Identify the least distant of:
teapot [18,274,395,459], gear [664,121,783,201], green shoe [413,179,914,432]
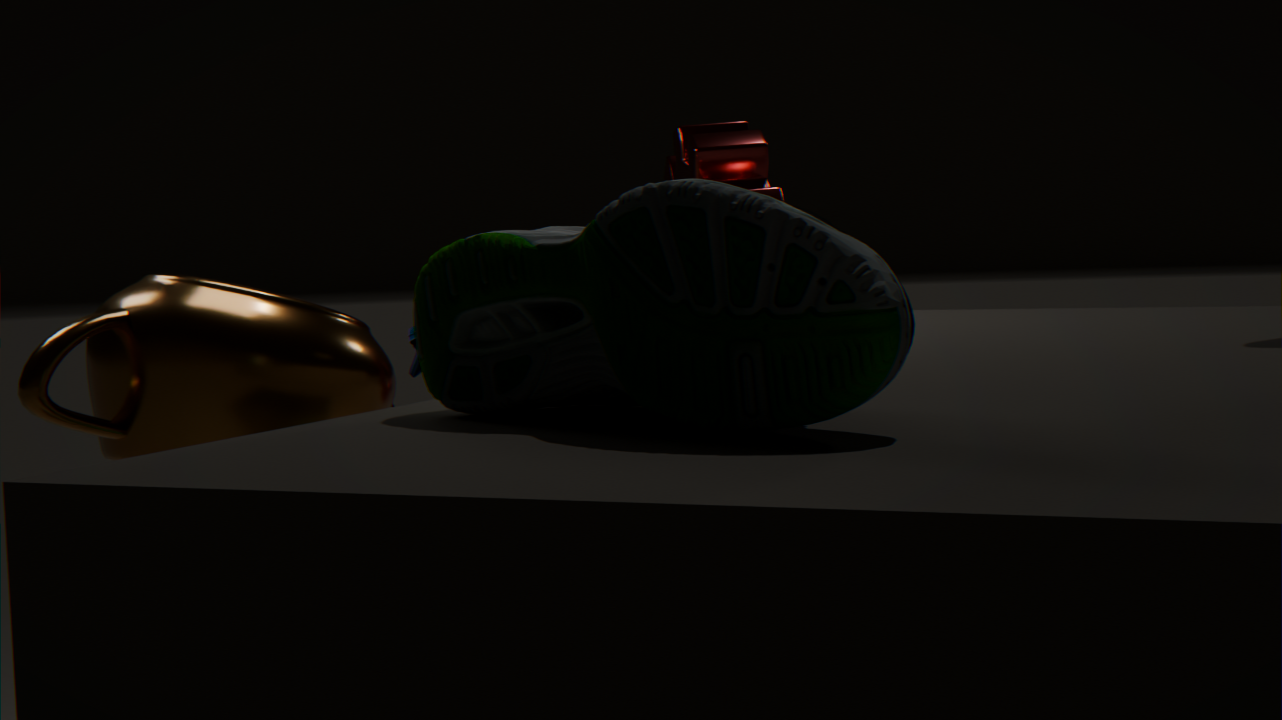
green shoe [413,179,914,432]
